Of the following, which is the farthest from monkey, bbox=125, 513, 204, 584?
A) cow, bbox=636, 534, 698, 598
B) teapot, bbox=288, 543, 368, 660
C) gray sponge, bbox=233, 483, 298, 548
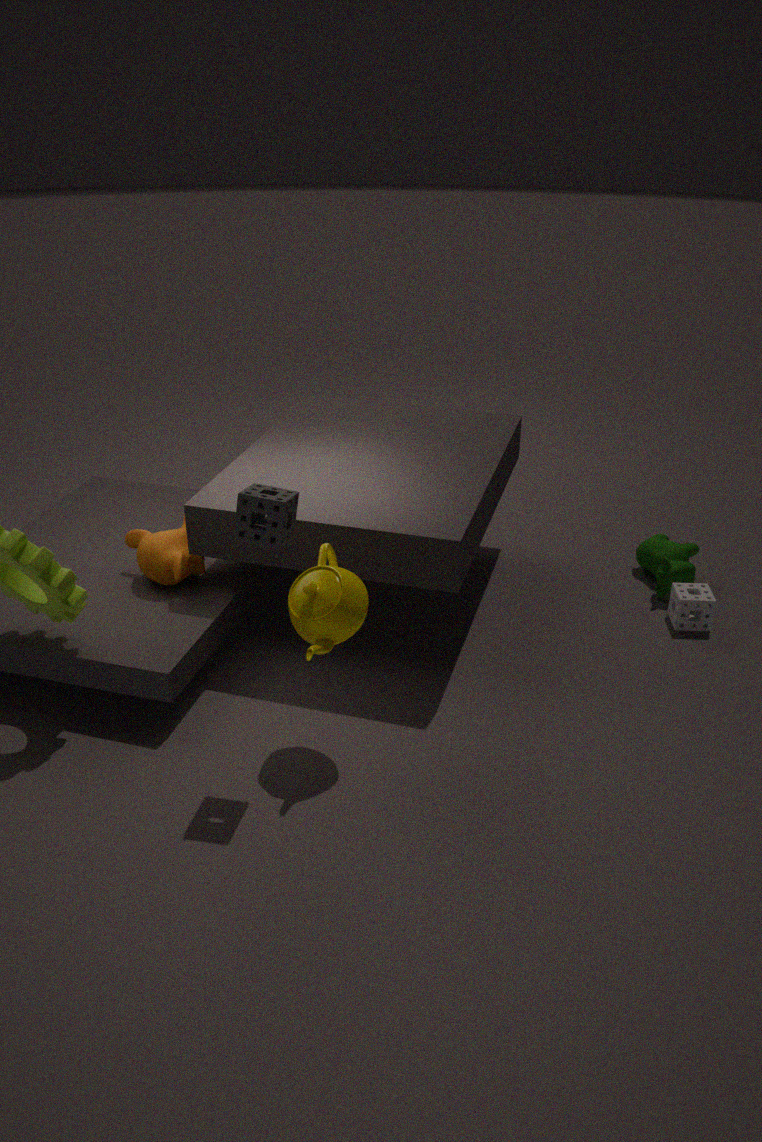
cow, bbox=636, 534, 698, 598
